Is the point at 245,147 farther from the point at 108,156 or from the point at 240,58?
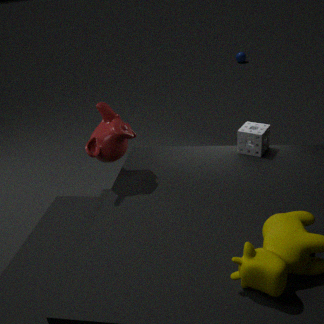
the point at 240,58
